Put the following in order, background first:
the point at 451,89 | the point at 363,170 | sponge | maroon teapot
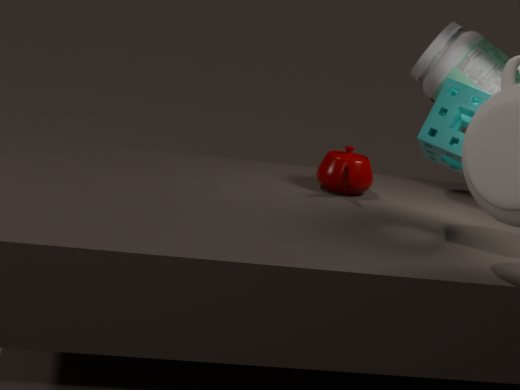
the point at 363,170 → the point at 451,89 → maroon teapot → sponge
